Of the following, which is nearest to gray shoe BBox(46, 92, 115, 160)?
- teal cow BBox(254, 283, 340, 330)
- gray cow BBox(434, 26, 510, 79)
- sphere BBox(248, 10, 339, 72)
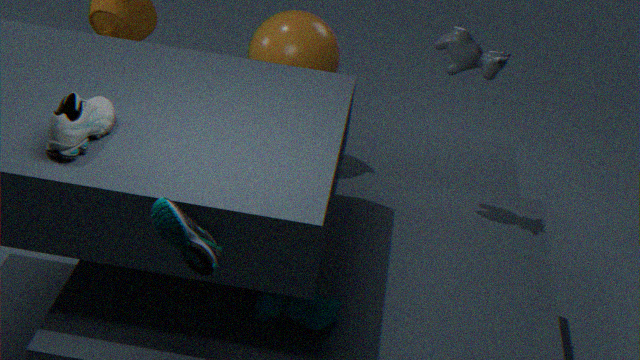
teal cow BBox(254, 283, 340, 330)
